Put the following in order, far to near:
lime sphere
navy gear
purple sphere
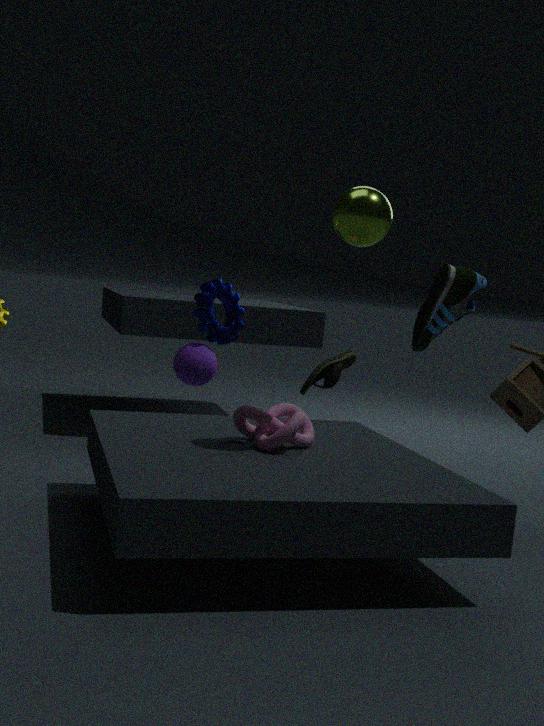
navy gear, purple sphere, lime sphere
